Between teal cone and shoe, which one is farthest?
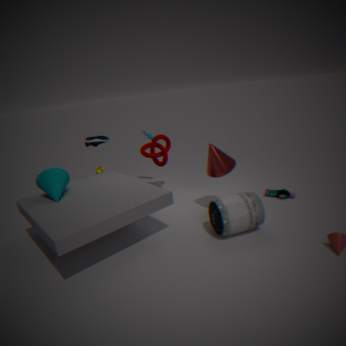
shoe
